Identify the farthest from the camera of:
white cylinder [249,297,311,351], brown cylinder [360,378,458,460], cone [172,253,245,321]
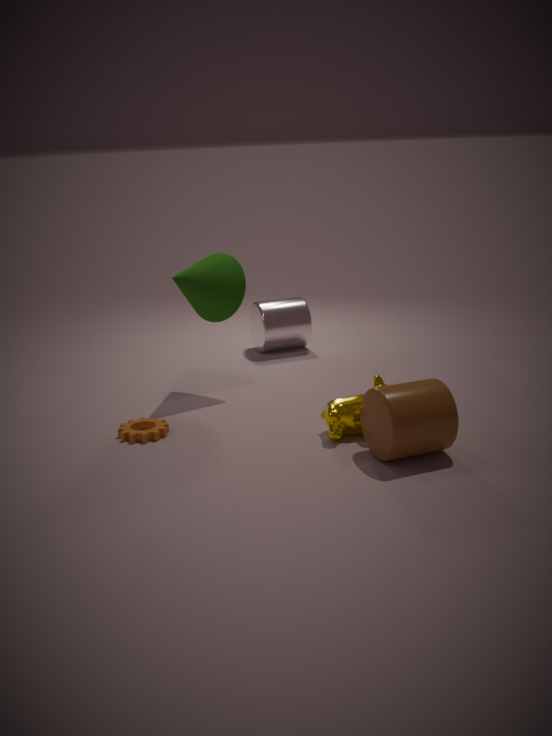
white cylinder [249,297,311,351]
